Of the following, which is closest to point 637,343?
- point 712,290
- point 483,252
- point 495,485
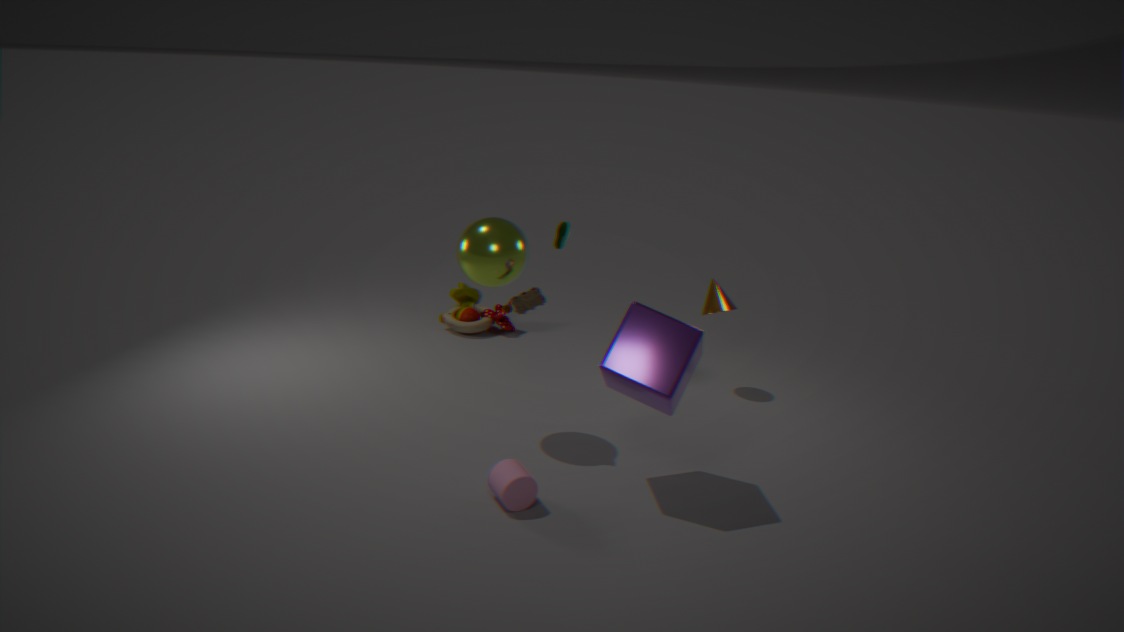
point 495,485
